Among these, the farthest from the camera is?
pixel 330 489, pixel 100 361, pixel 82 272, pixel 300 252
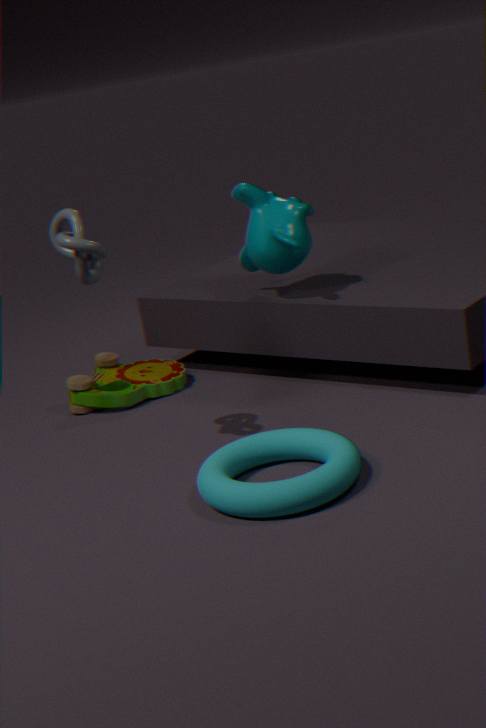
pixel 100 361
